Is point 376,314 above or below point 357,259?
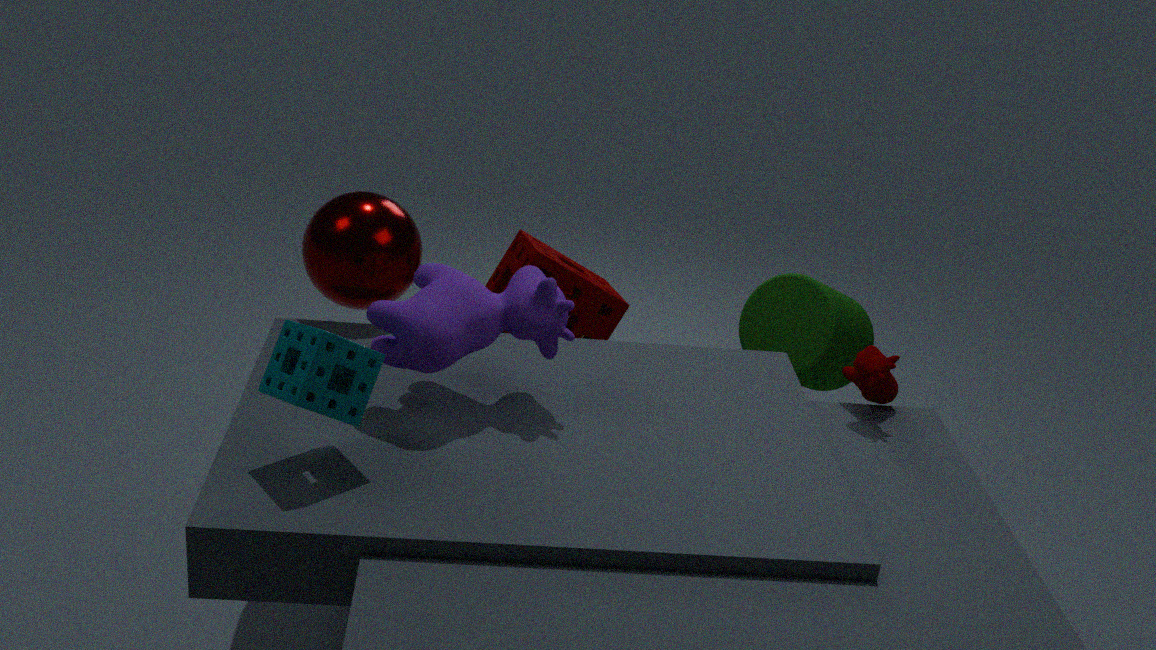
above
